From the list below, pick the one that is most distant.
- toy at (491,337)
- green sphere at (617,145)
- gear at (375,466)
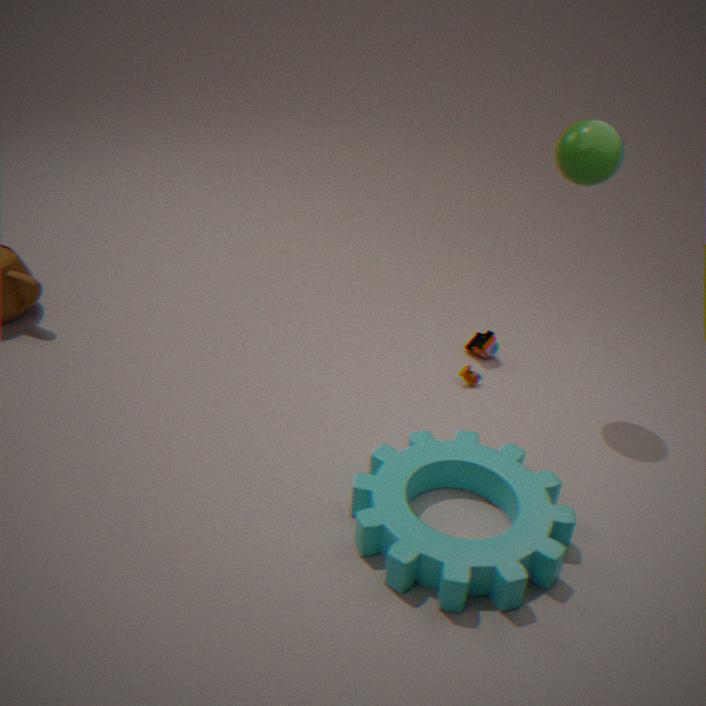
toy at (491,337)
